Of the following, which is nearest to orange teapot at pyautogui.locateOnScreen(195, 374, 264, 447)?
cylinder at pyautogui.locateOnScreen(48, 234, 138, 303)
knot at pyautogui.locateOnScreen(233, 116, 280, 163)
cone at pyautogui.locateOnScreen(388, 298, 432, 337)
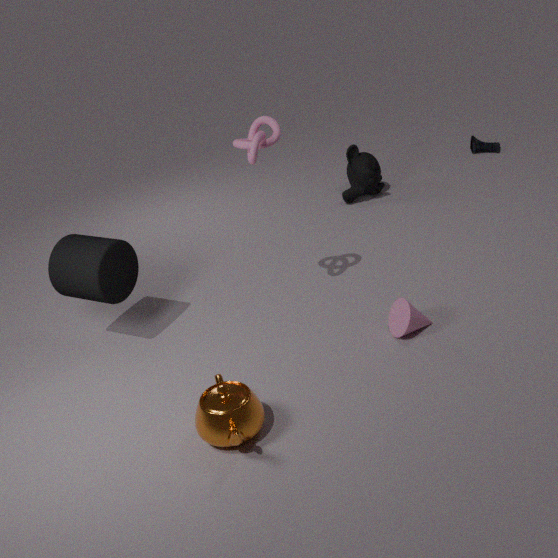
cylinder at pyautogui.locateOnScreen(48, 234, 138, 303)
